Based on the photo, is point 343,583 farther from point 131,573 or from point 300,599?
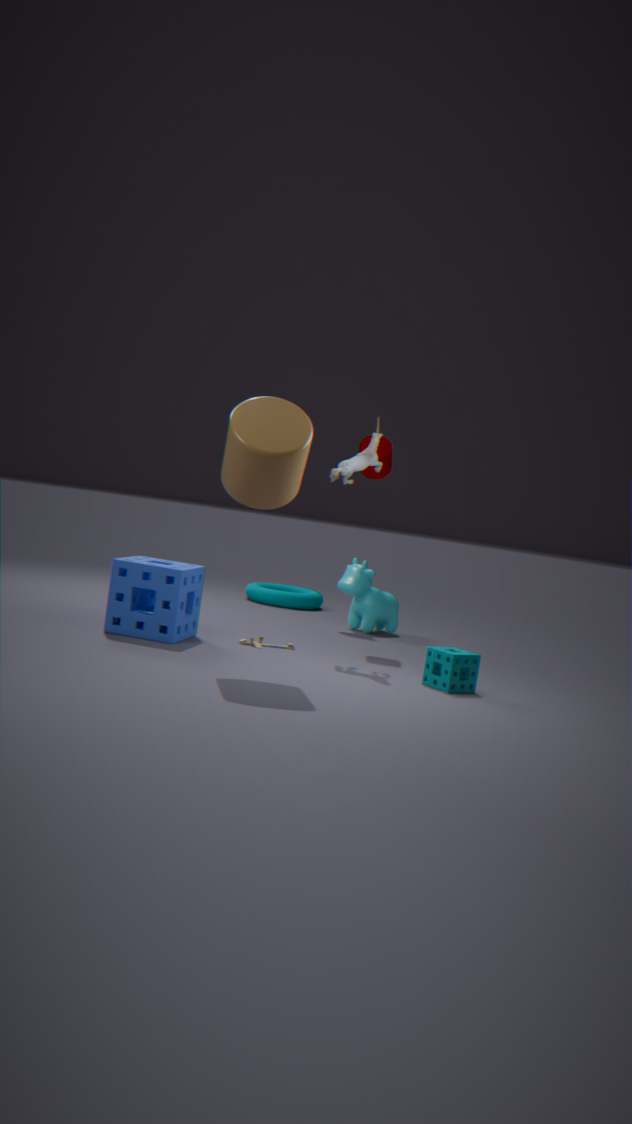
point 131,573
